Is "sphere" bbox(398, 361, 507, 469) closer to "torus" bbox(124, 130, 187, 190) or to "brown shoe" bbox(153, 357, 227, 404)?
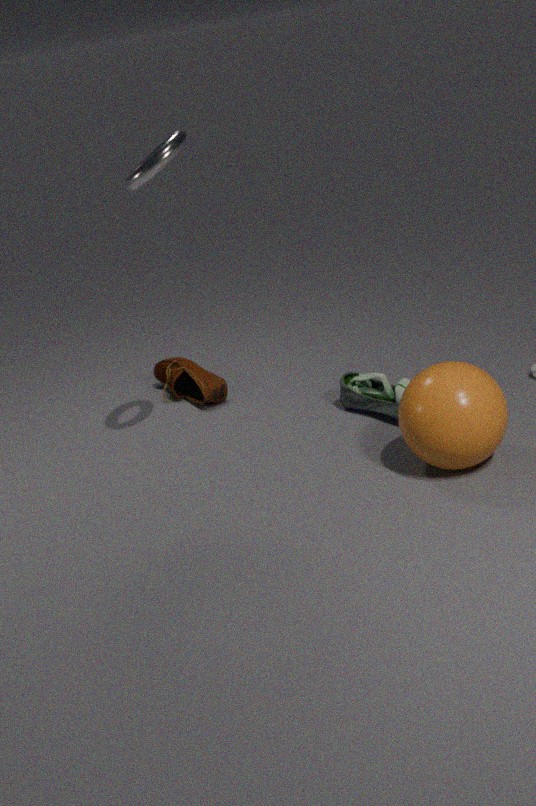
"brown shoe" bbox(153, 357, 227, 404)
